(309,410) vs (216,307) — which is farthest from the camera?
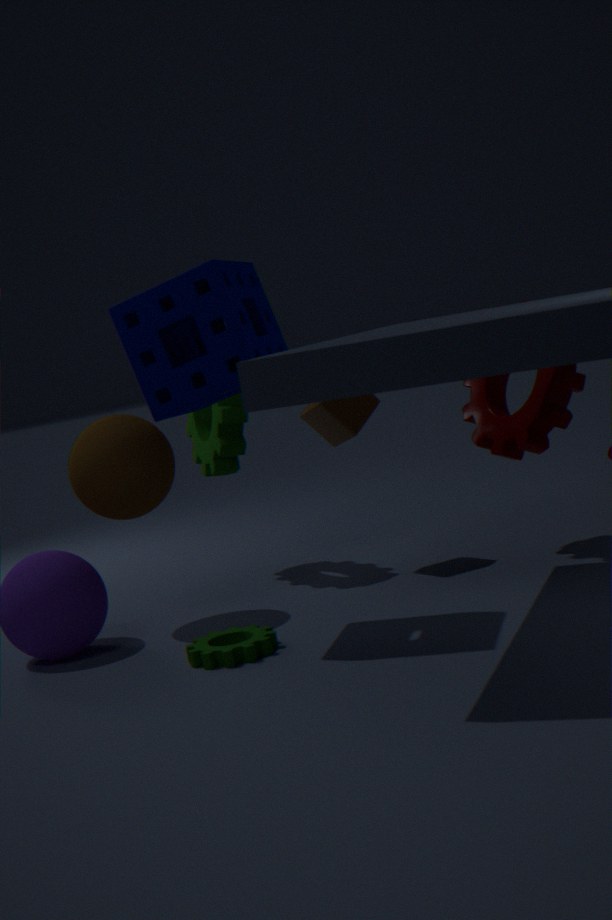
(309,410)
